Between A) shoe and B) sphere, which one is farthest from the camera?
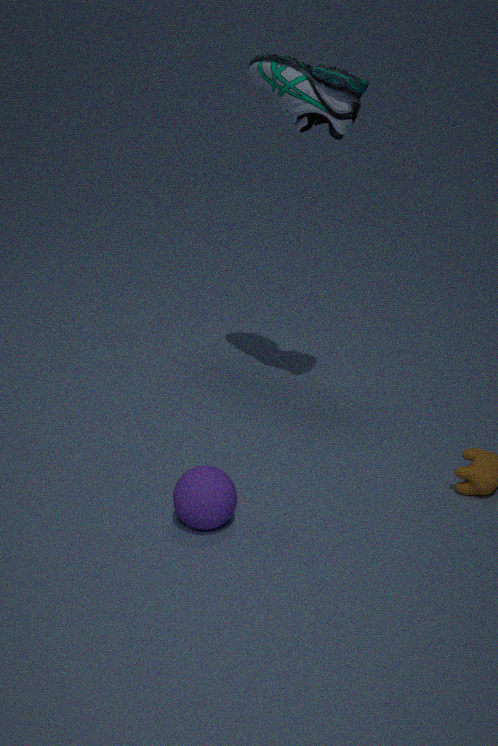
A. shoe
